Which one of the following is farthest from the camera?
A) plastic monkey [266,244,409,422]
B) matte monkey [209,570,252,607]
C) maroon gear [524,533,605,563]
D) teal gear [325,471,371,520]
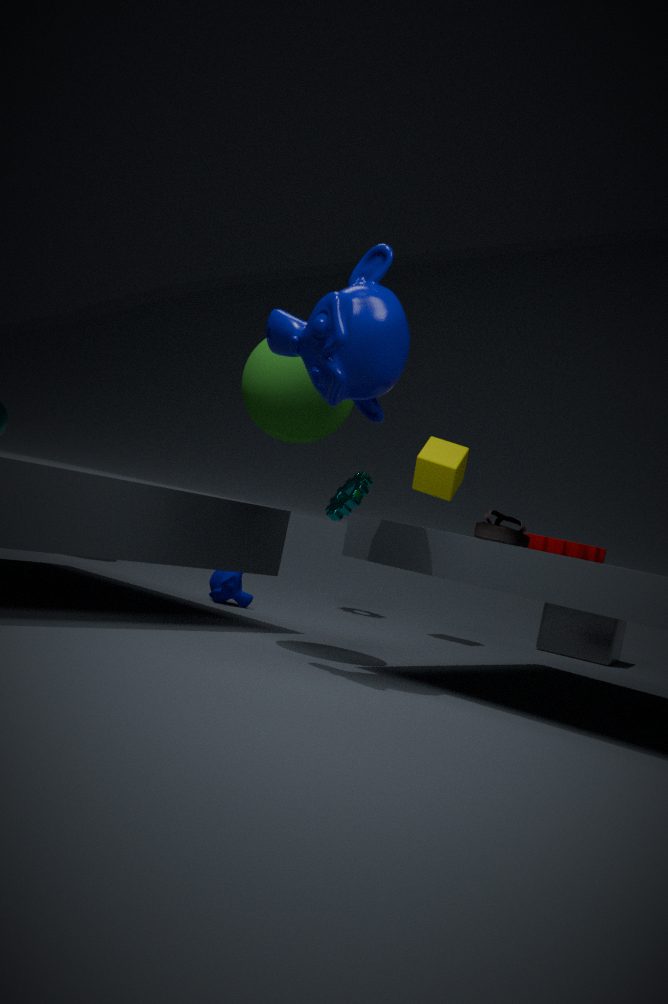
teal gear [325,471,371,520]
